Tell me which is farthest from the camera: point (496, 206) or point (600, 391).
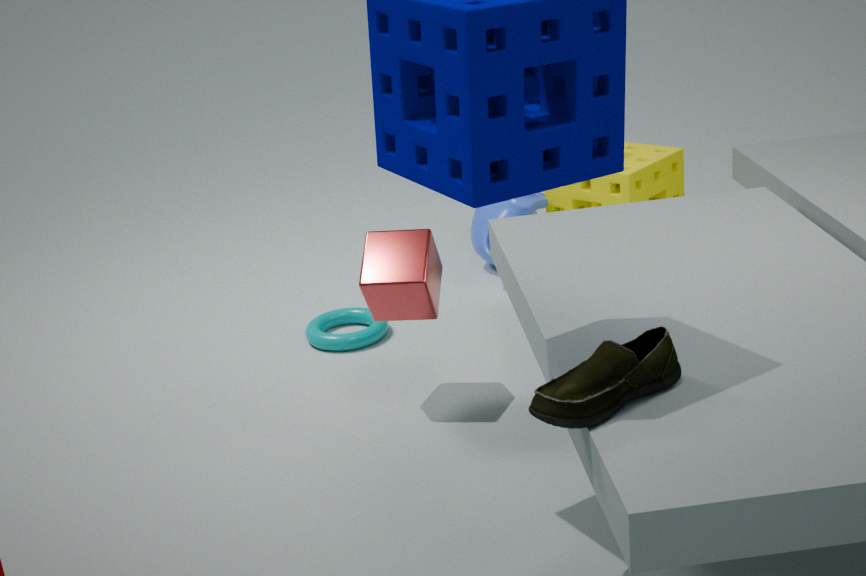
point (496, 206)
